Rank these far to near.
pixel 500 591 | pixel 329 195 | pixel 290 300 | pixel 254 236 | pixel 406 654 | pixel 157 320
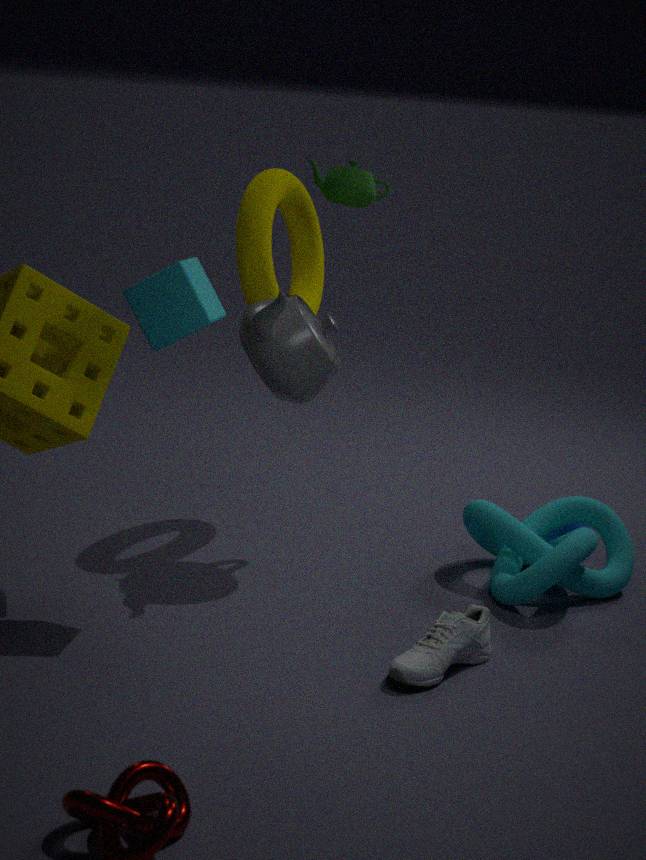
pixel 254 236 < pixel 329 195 < pixel 500 591 < pixel 290 300 < pixel 157 320 < pixel 406 654
